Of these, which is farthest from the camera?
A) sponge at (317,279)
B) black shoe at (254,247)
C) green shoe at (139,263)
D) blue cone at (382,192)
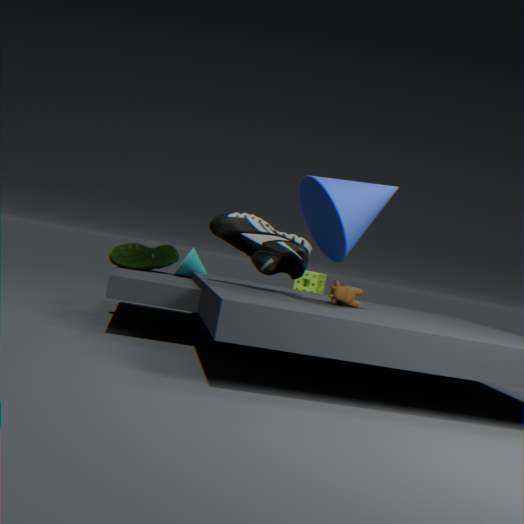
sponge at (317,279)
